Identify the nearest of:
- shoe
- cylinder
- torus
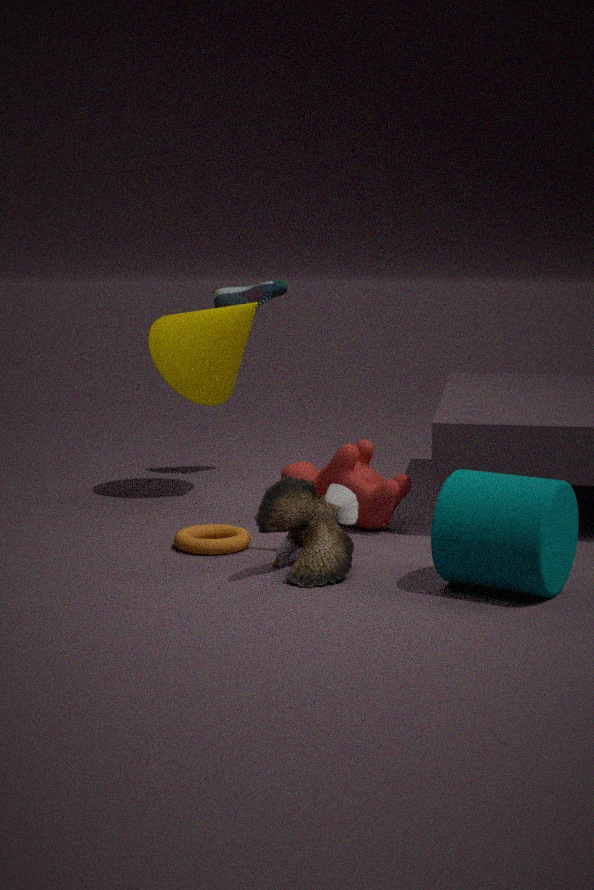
cylinder
